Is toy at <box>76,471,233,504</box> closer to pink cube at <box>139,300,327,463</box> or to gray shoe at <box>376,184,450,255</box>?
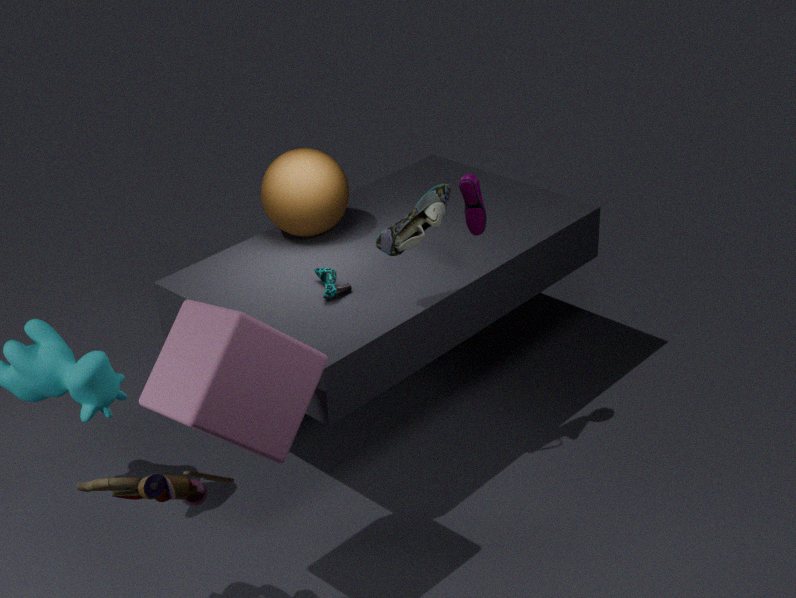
pink cube at <box>139,300,327,463</box>
